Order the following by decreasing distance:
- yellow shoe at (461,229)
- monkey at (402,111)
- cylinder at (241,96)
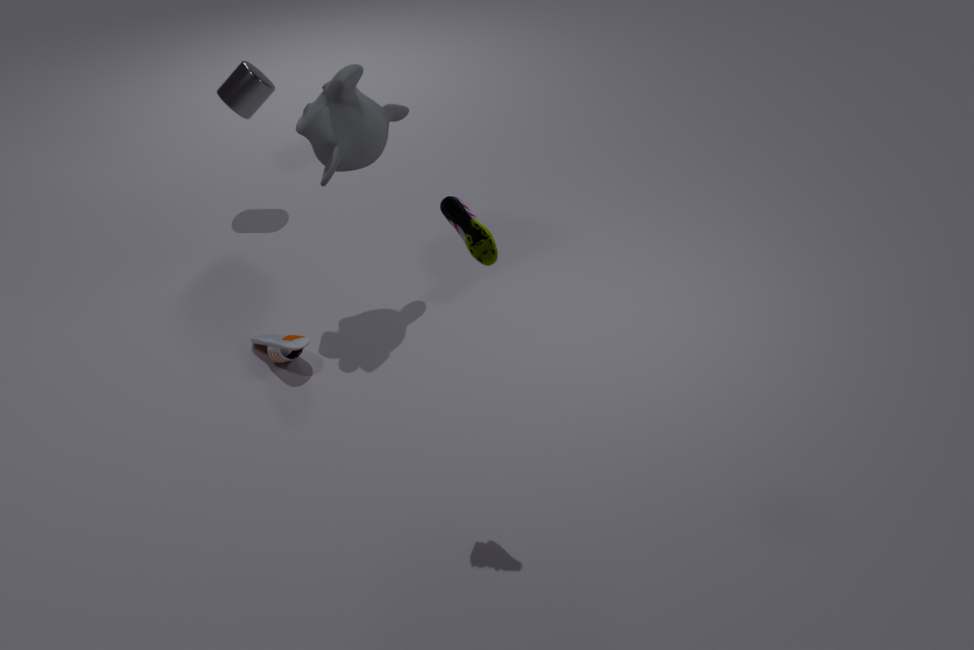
cylinder at (241,96), monkey at (402,111), yellow shoe at (461,229)
